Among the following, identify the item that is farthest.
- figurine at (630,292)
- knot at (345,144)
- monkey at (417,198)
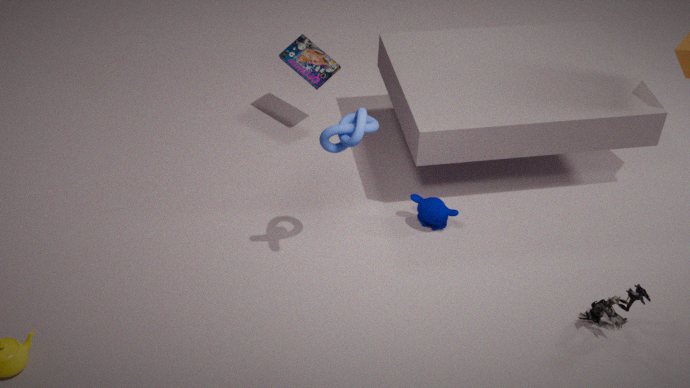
monkey at (417,198)
